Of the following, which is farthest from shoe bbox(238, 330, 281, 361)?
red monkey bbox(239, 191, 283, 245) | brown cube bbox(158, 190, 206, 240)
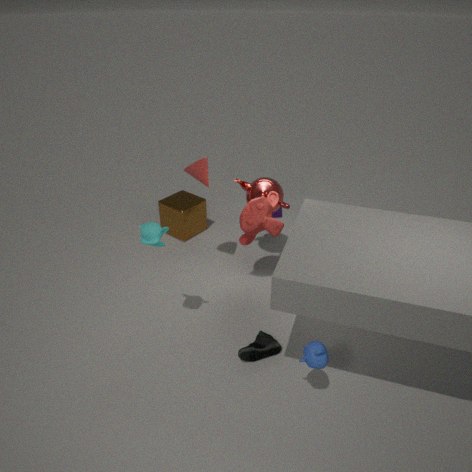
brown cube bbox(158, 190, 206, 240)
